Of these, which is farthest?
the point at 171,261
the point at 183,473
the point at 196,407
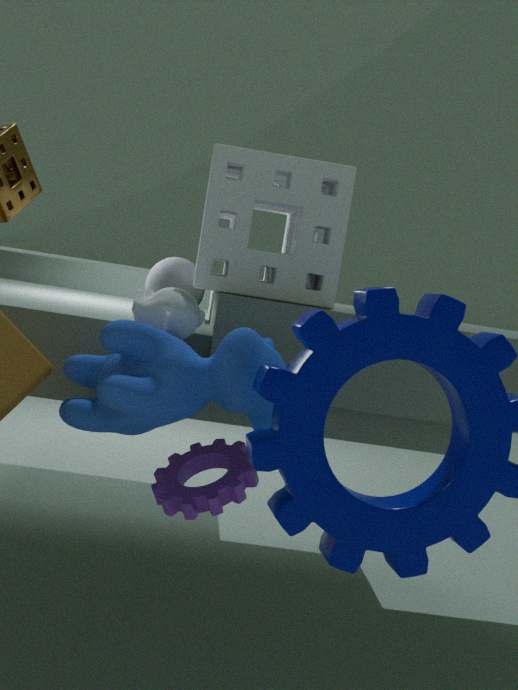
the point at 171,261
